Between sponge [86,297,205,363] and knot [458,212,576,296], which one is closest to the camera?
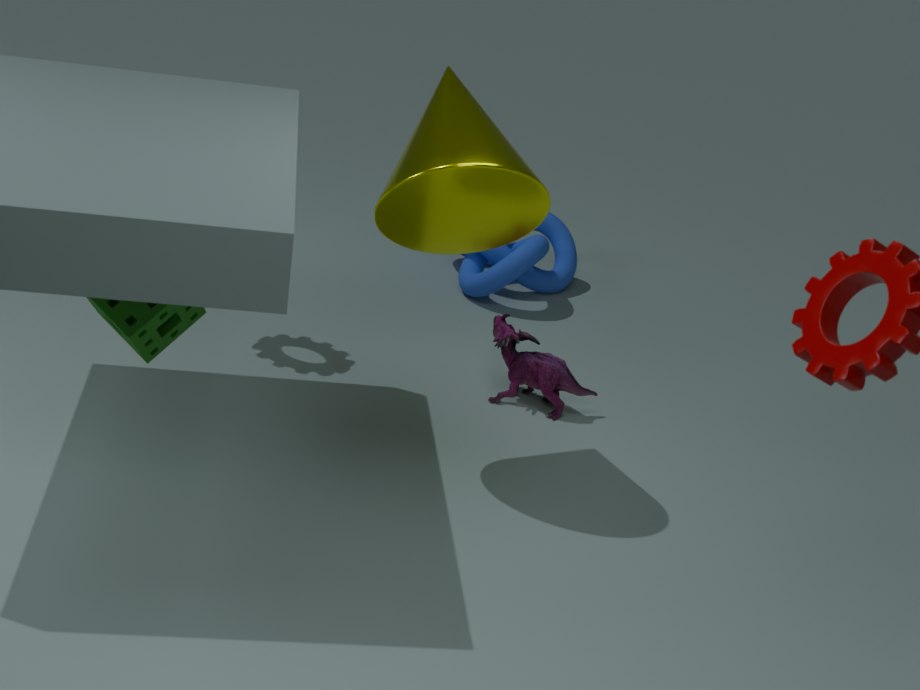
sponge [86,297,205,363]
